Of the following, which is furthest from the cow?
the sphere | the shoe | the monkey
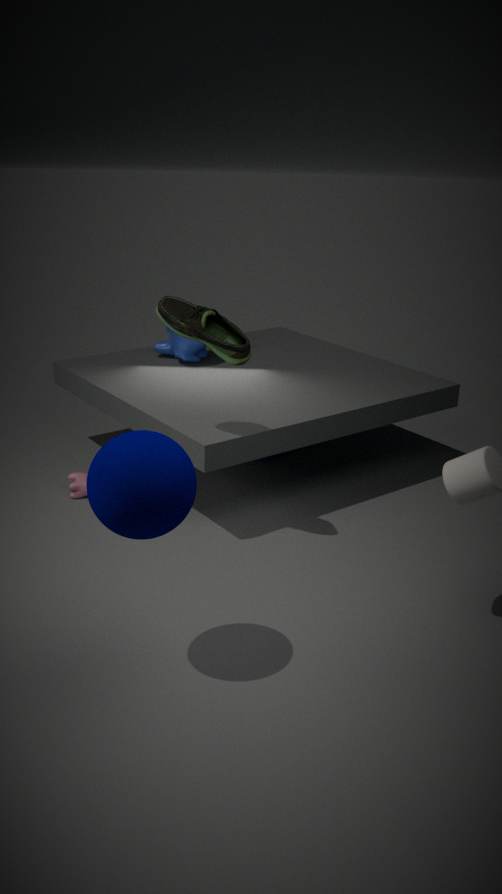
the sphere
